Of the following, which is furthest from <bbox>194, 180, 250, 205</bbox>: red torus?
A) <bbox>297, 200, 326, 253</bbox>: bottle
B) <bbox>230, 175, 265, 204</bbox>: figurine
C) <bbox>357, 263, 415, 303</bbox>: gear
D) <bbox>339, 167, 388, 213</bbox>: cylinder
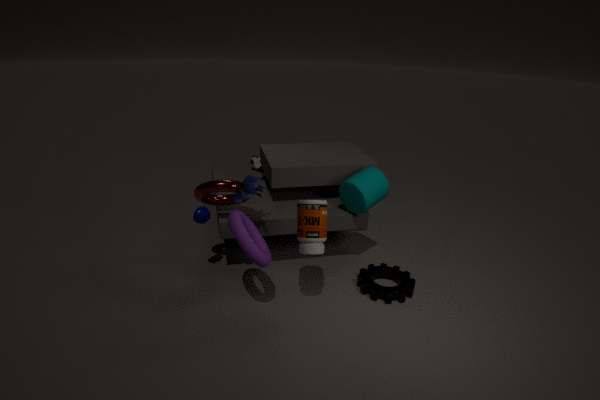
<bbox>357, 263, 415, 303</bbox>: gear
